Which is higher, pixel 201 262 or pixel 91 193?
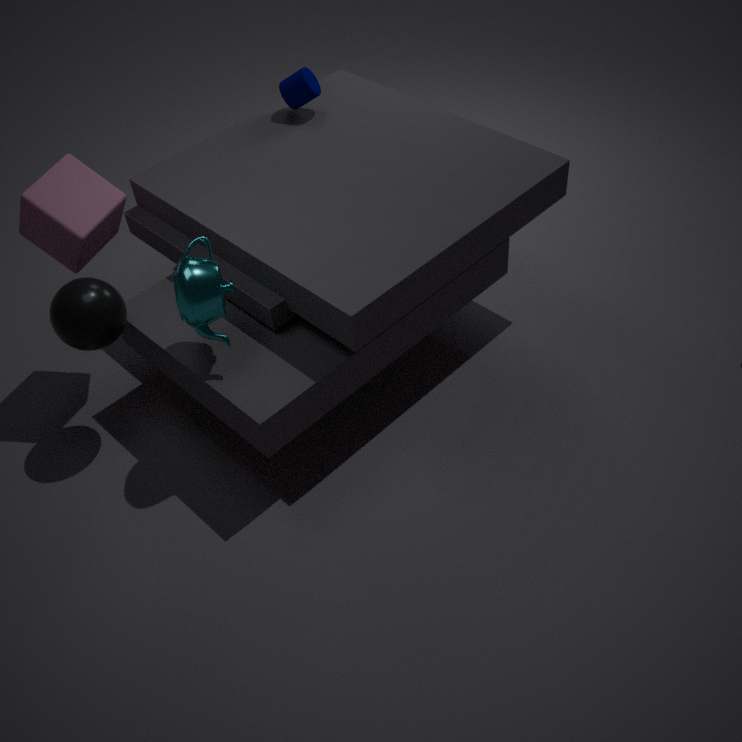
pixel 91 193
